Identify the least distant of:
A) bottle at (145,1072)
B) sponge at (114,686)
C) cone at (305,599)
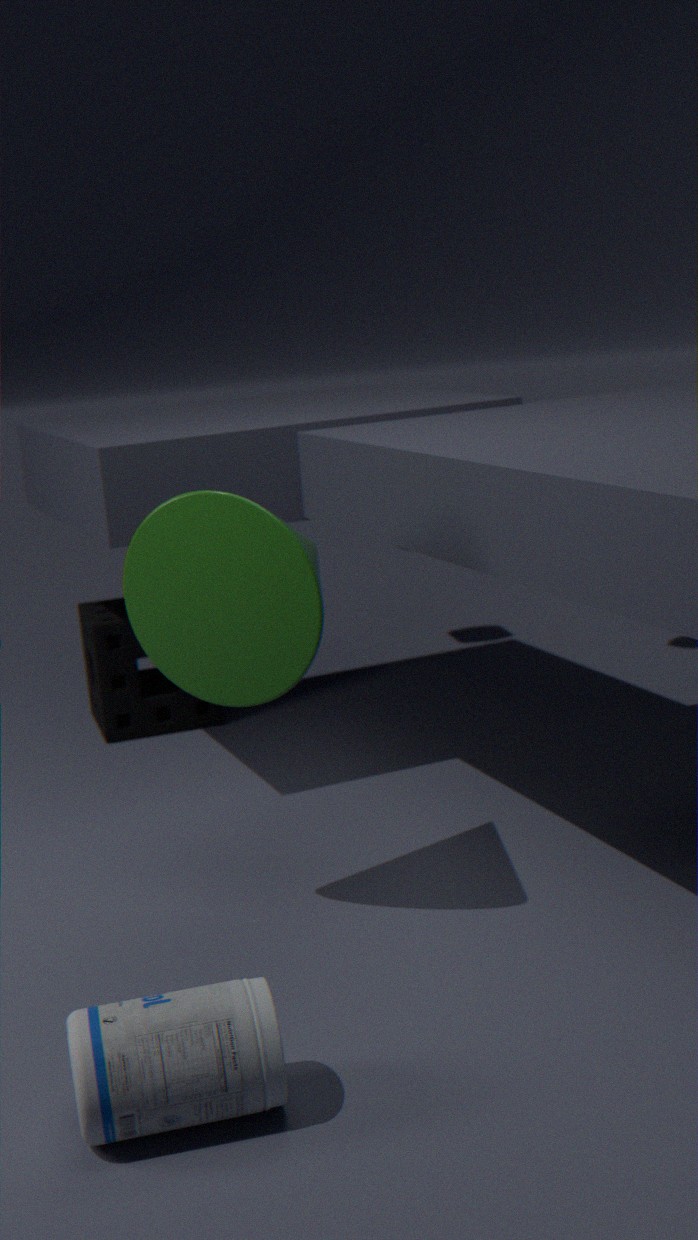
bottle at (145,1072)
